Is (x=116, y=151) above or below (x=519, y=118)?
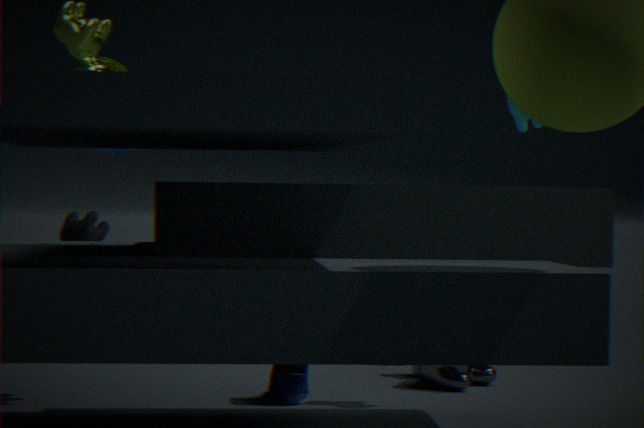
below
